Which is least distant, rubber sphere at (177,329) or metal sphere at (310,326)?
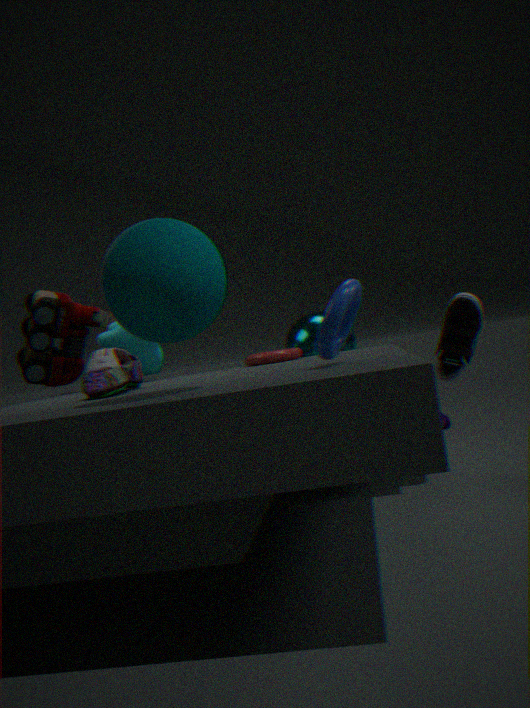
rubber sphere at (177,329)
